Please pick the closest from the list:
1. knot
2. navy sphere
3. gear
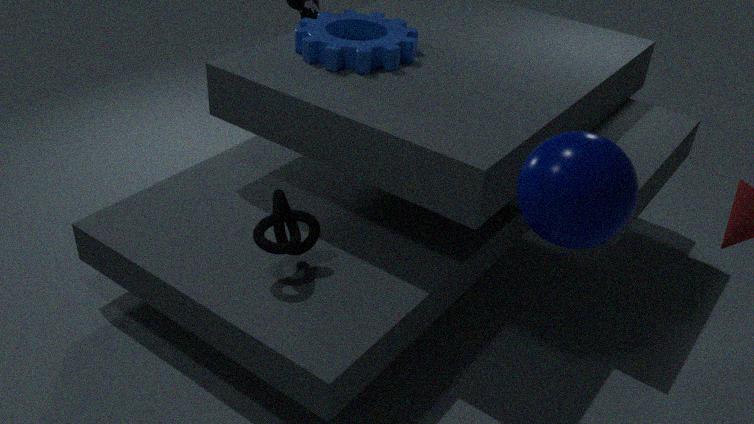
navy sphere
